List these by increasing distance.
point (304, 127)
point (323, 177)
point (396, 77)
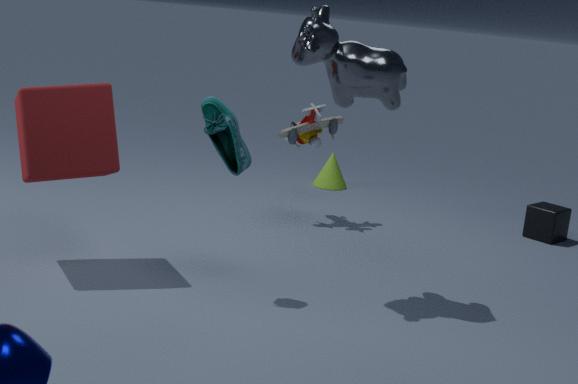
point (396, 77) → point (304, 127) → point (323, 177)
